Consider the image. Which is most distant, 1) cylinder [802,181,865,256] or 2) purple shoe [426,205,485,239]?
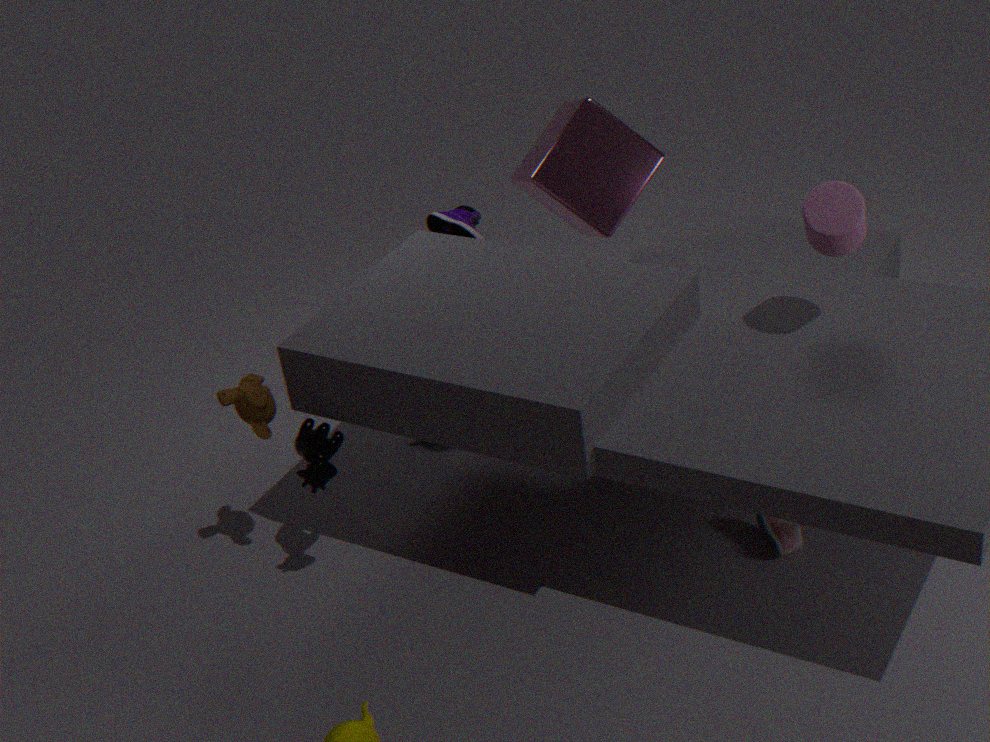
2. purple shoe [426,205,485,239]
